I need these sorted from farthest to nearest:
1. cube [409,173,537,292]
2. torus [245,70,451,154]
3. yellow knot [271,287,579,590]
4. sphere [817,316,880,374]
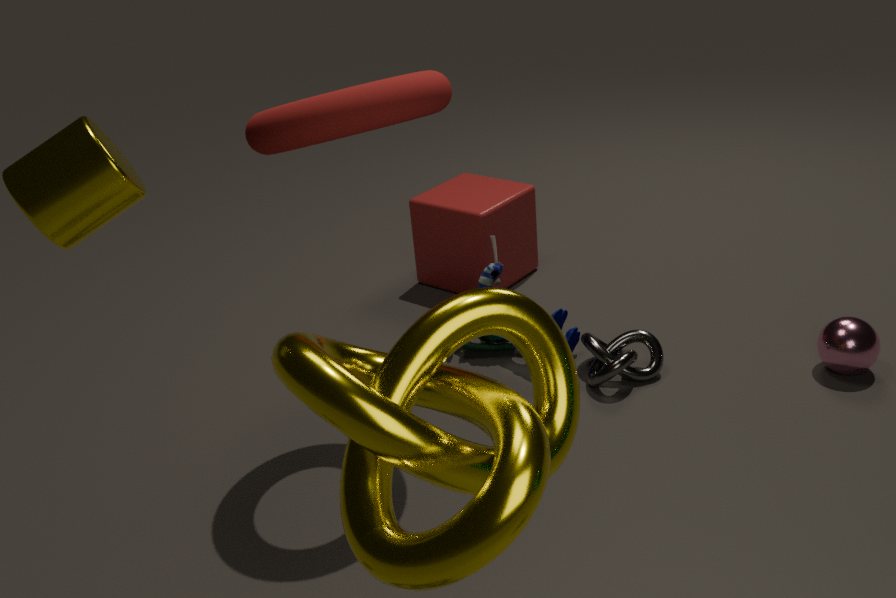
cube [409,173,537,292], sphere [817,316,880,374], torus [245,70,451,154], yellow knot [271,287,579,590]
